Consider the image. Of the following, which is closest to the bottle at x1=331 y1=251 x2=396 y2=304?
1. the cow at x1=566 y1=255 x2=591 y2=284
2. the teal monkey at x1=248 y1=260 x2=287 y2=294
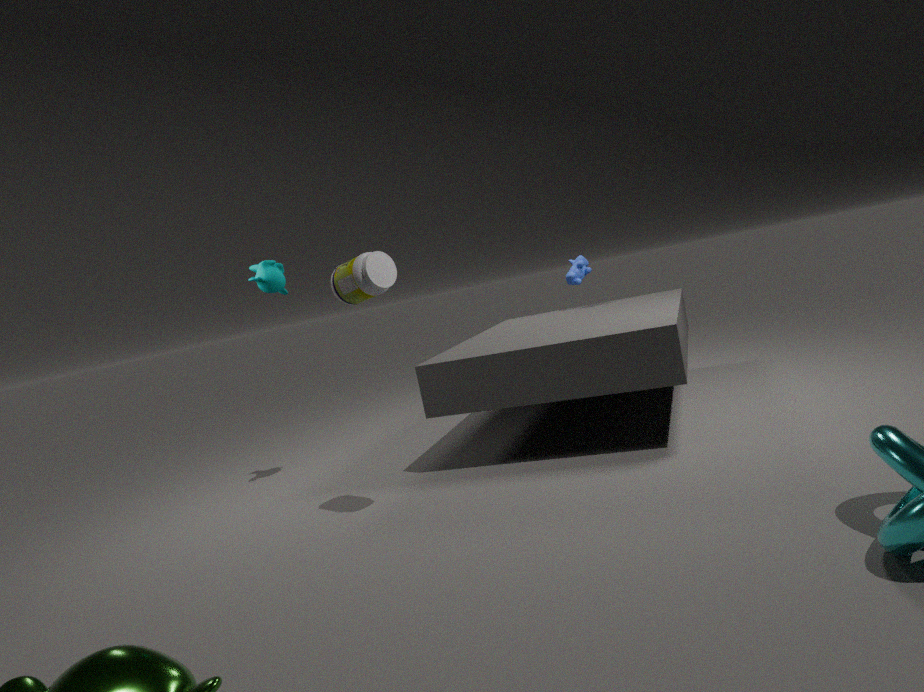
the teal monkey at x1=248 y1=260 x2=287 y2=294
